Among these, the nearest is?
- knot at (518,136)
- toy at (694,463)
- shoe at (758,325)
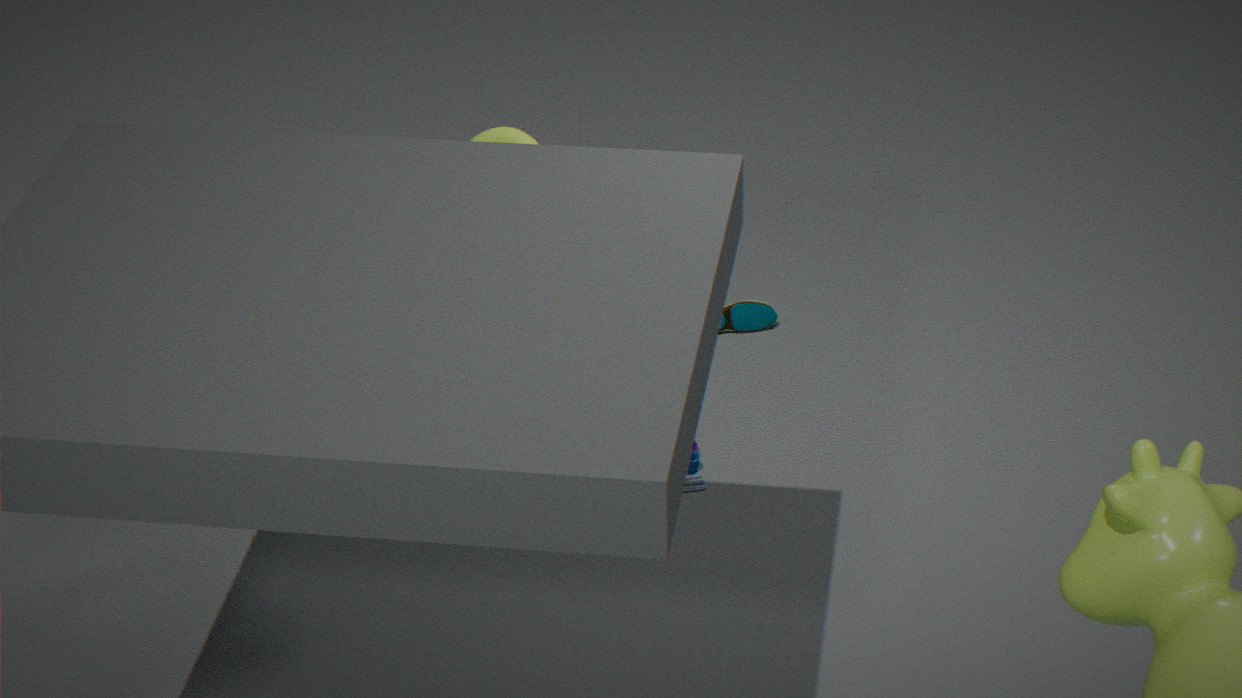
knot at (518,136)
